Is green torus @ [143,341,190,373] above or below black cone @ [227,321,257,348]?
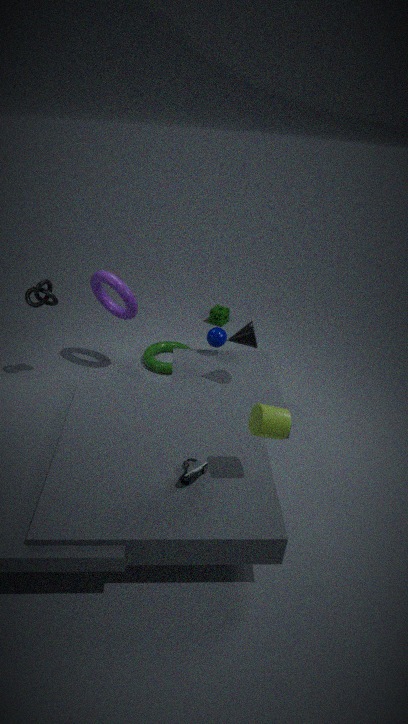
below
